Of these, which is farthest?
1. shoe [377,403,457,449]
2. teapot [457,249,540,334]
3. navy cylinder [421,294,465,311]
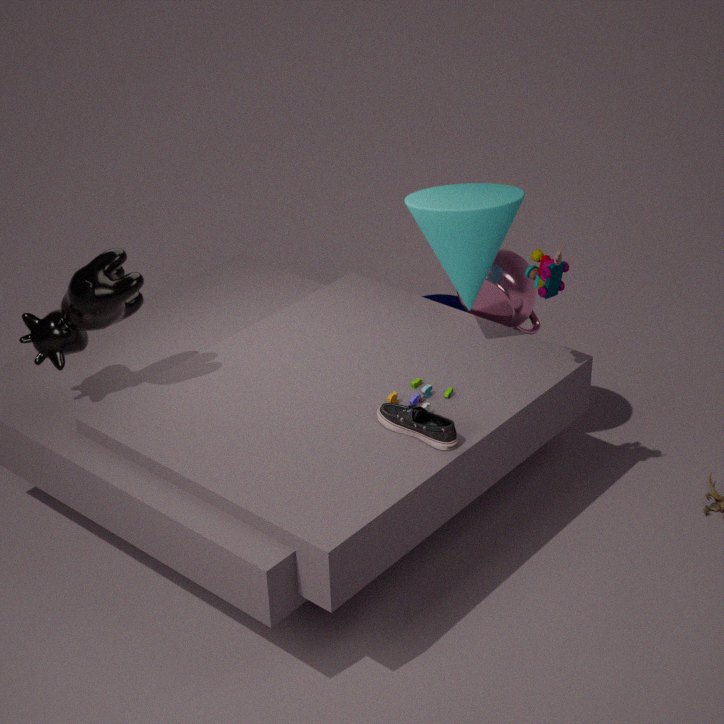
navy cylinder [421,294,465,311]
